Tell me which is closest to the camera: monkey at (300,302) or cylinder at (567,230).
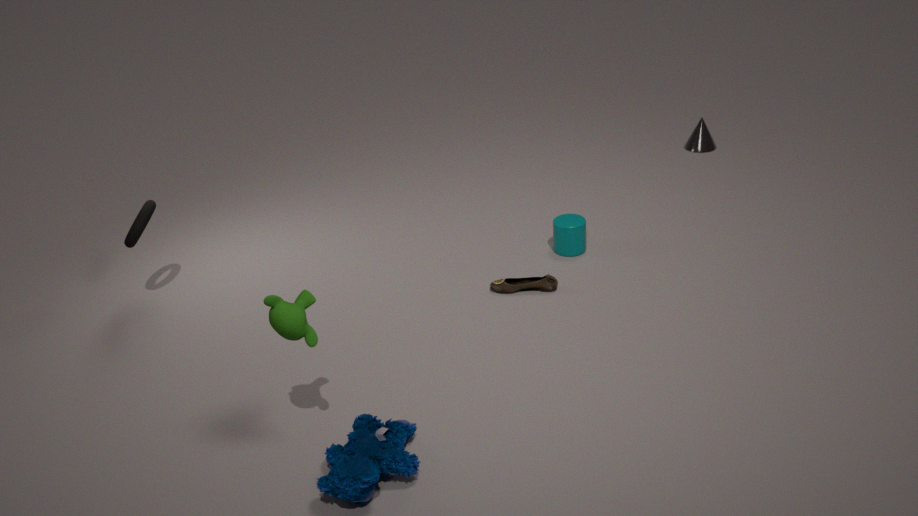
monkey at (300,302)
